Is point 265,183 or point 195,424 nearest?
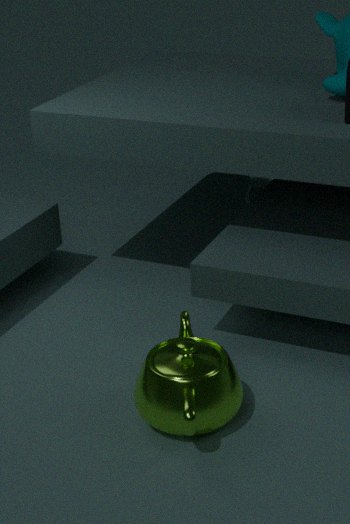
point 195,424
